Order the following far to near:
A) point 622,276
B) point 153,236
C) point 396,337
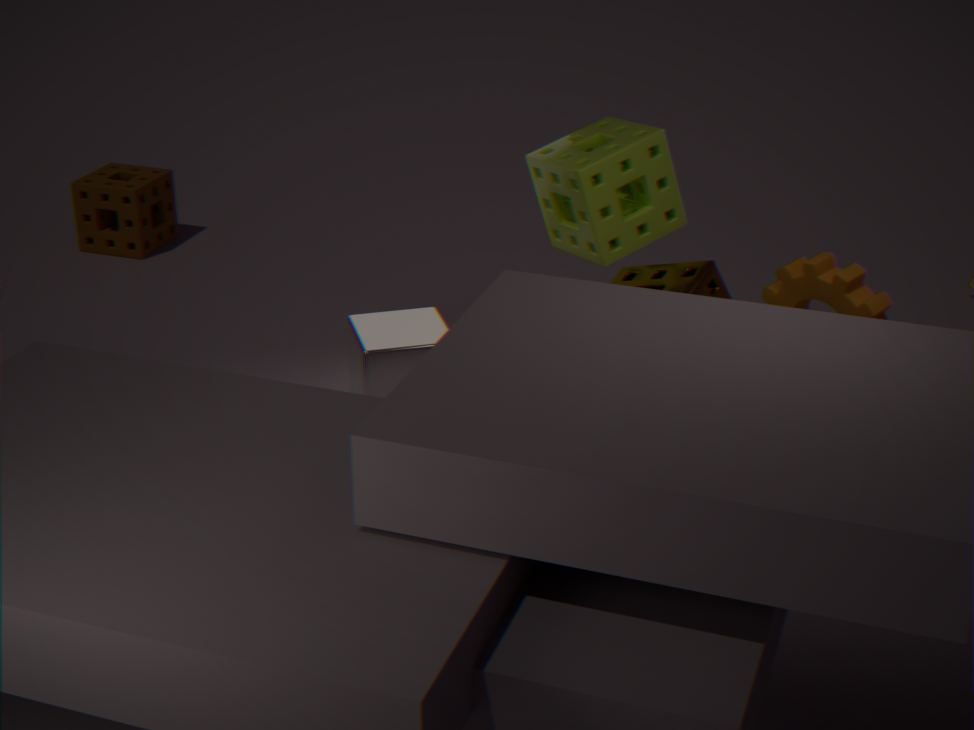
point 153,236 < point 396,337 < point 622,276
